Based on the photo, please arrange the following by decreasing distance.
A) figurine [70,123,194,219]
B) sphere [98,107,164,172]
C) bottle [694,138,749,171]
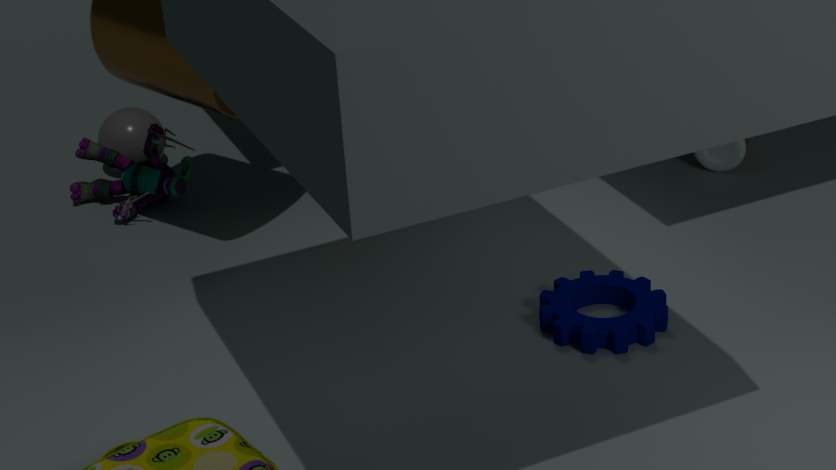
sphere [98,107,164,172]
bottle [694,138,749,171]
figurine [70,123,194,219]
